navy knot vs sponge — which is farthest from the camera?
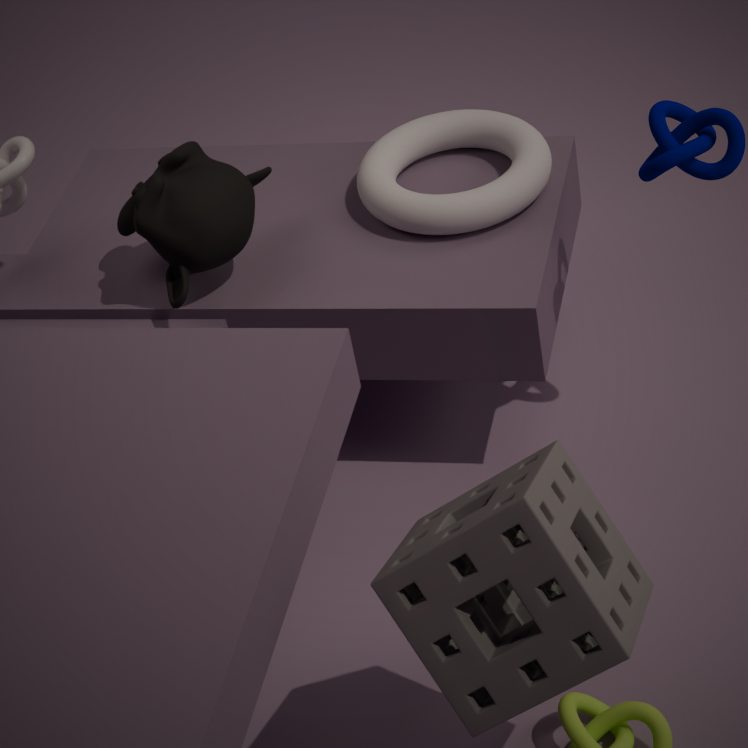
navy knot
